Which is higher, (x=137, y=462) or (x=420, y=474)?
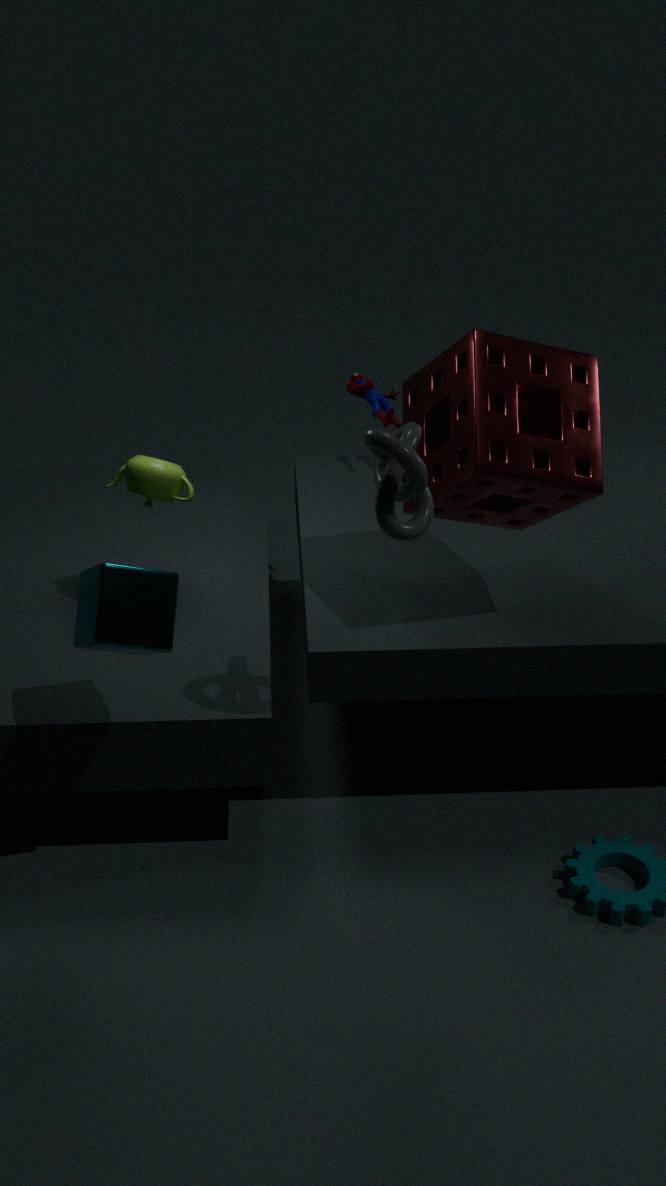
(x=420, y=474)
